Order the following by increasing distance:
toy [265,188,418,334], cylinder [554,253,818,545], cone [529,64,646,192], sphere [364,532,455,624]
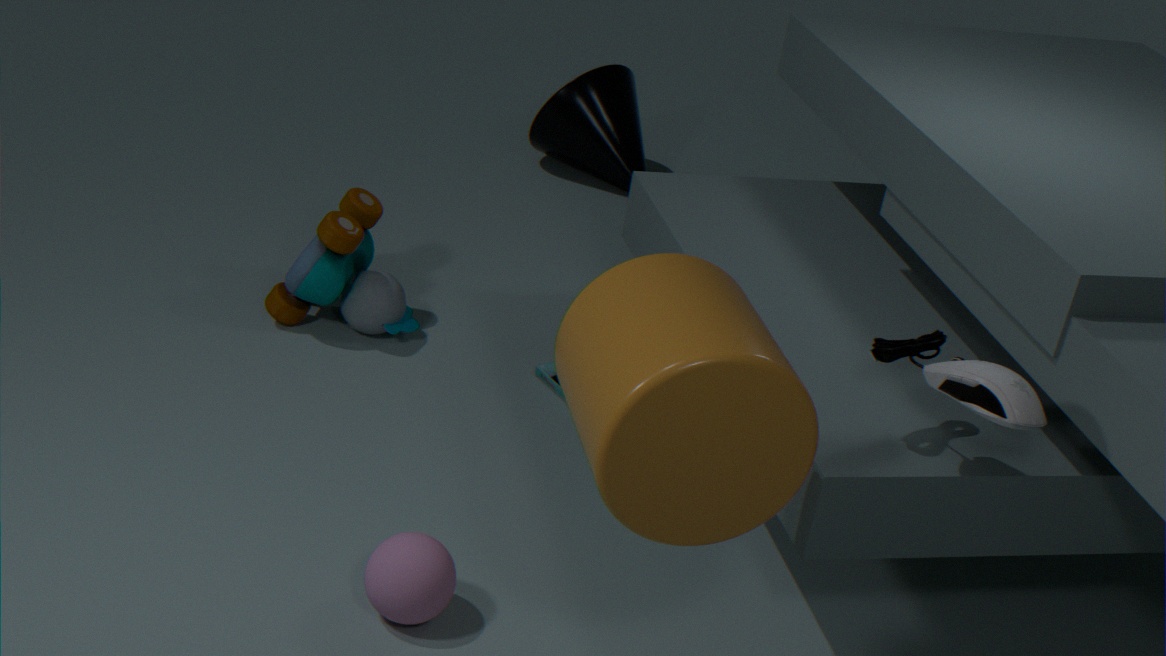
cylinder [554,253,818,545] → sphere [364,532,455,624] → toy [265,188,418,334] → cone [529,64,646,192]
